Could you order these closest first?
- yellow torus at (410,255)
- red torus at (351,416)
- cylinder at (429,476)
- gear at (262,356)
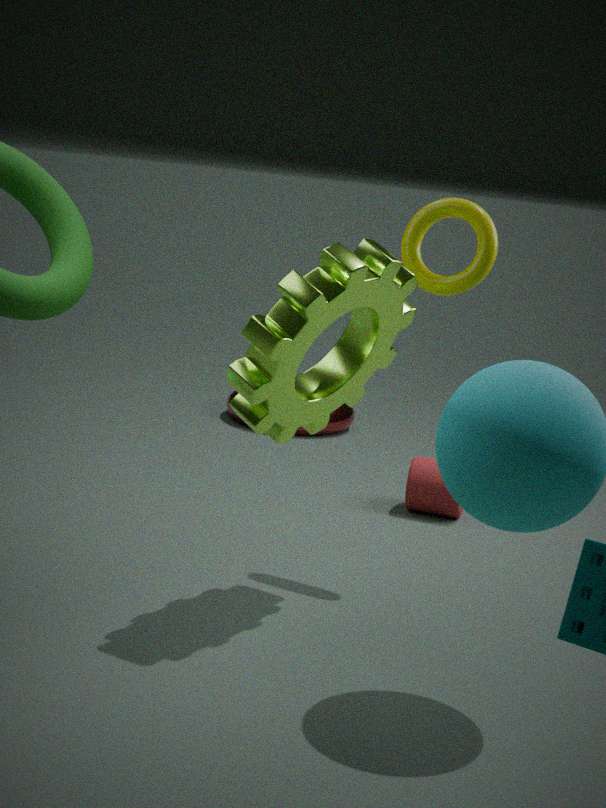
gear at (262,356) < yellow torus at (410,255) < cylinder at (429,476) < red torus at (351,416)
